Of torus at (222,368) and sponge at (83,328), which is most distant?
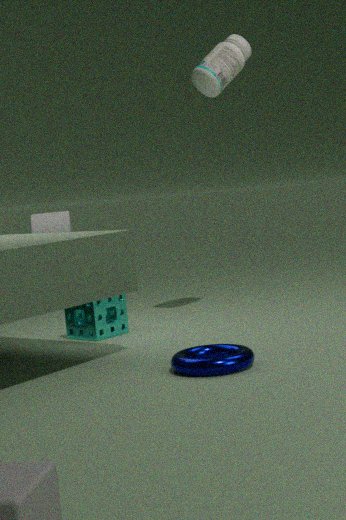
sponge at (83,328)
